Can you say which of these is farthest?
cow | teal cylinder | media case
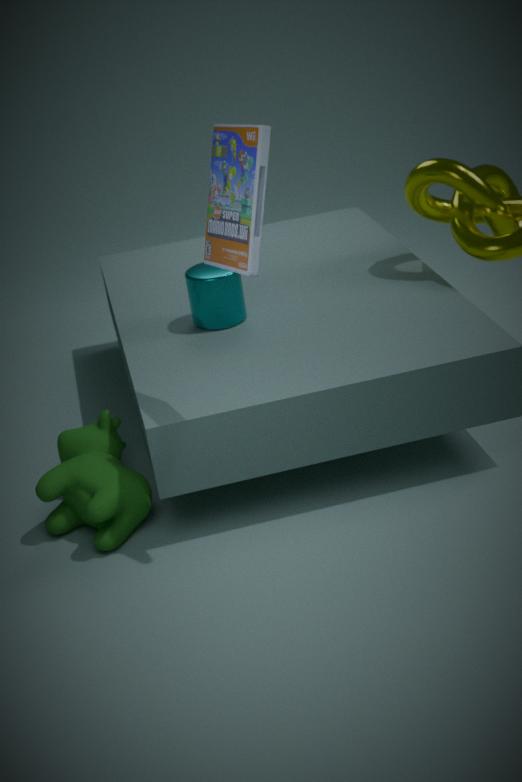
teal cylinder
